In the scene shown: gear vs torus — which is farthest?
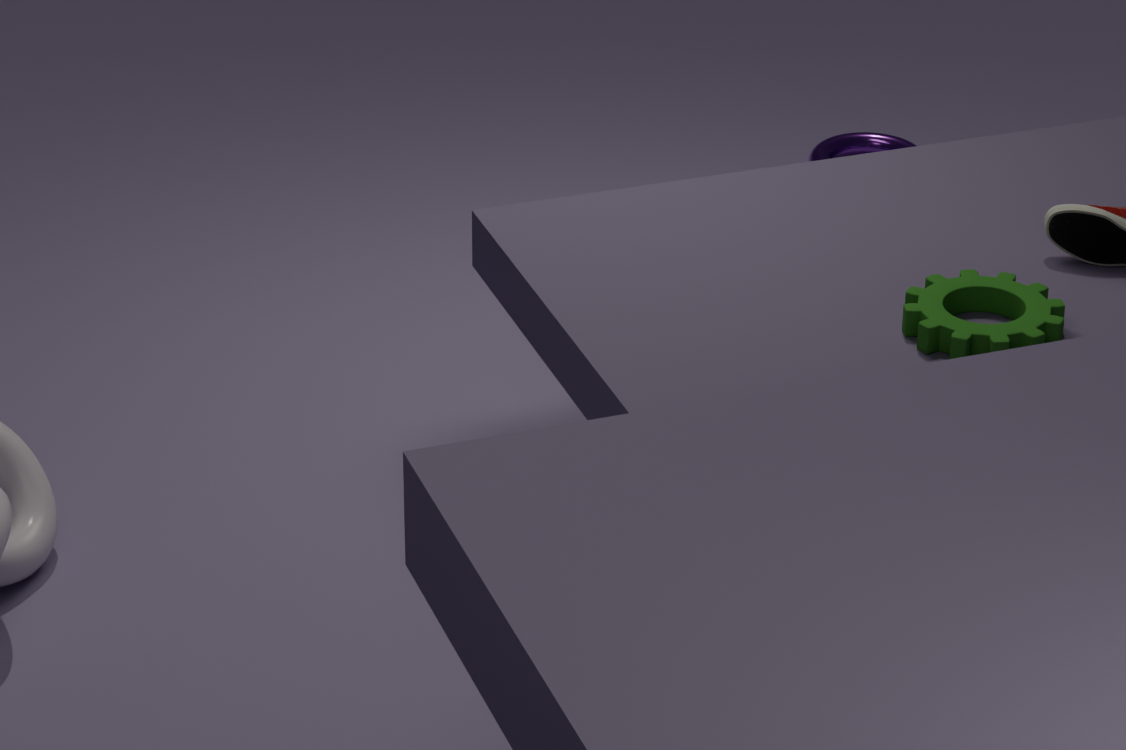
torus
